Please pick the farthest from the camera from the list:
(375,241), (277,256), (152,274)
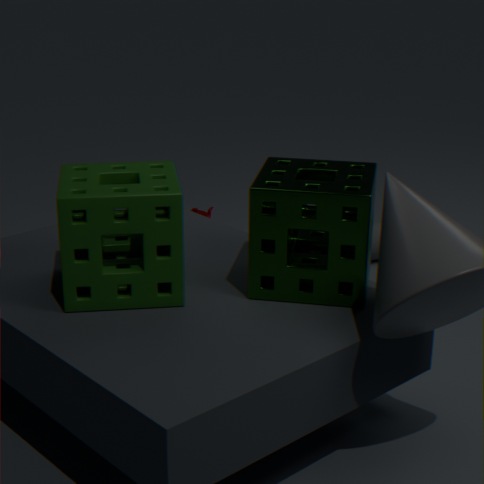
(375,241)
